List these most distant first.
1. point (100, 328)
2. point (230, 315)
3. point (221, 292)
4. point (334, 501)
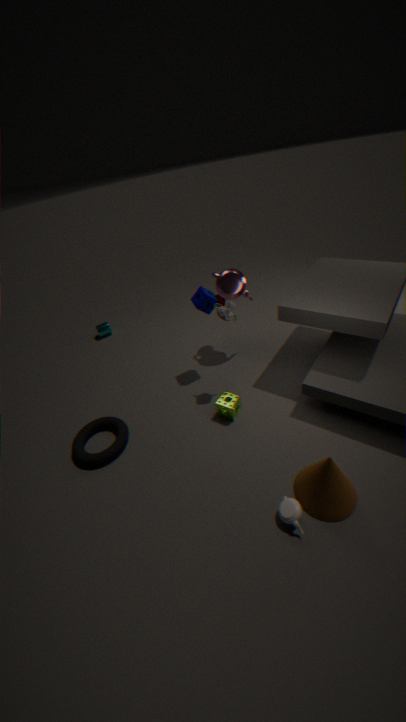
point (100, 328), point (221, 292), point (230, 315), point (334, 501)
